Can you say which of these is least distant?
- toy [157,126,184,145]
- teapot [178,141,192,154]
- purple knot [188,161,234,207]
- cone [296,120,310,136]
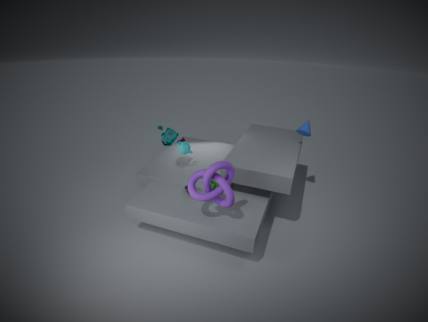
purple knot [188,161,234,207]
